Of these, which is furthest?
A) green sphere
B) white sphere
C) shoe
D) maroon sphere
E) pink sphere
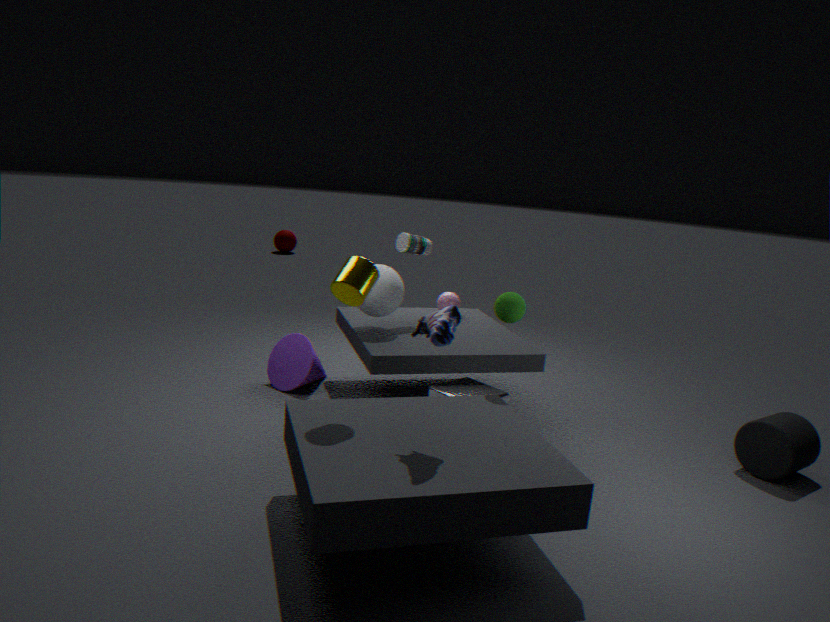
maroon sphere
